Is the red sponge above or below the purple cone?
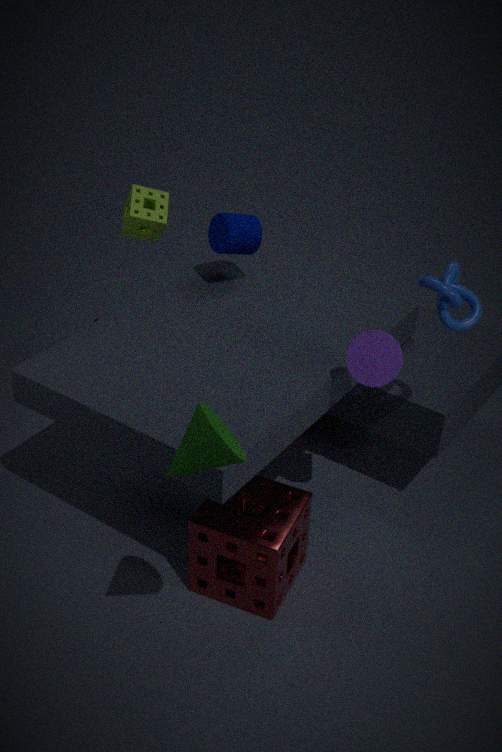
below
